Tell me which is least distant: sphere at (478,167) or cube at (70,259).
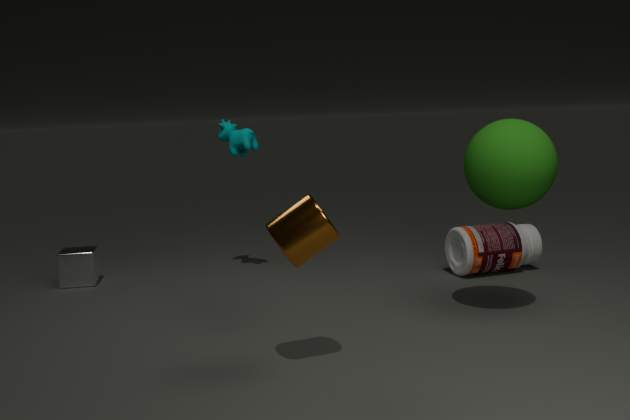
sphere at (478,167)
